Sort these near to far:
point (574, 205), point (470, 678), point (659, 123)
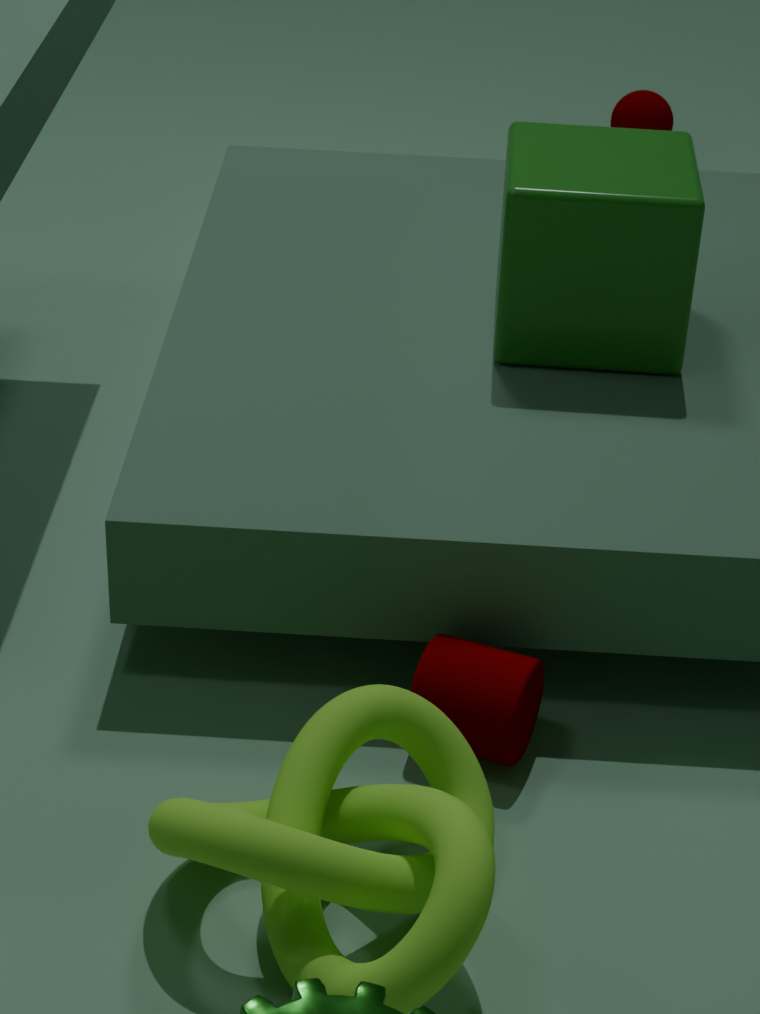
point (470, 678), point (574, 205), point (659, 123)
